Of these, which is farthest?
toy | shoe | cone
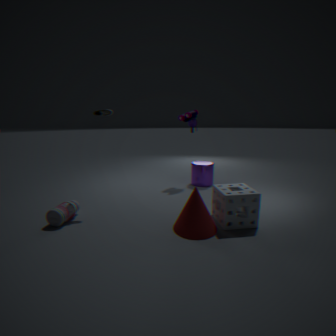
toy
